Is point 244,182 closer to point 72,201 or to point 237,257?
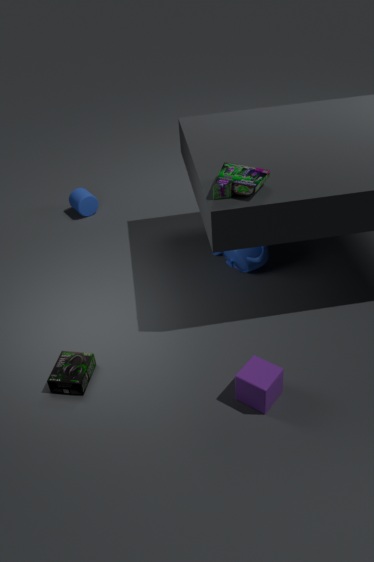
point 237,257
